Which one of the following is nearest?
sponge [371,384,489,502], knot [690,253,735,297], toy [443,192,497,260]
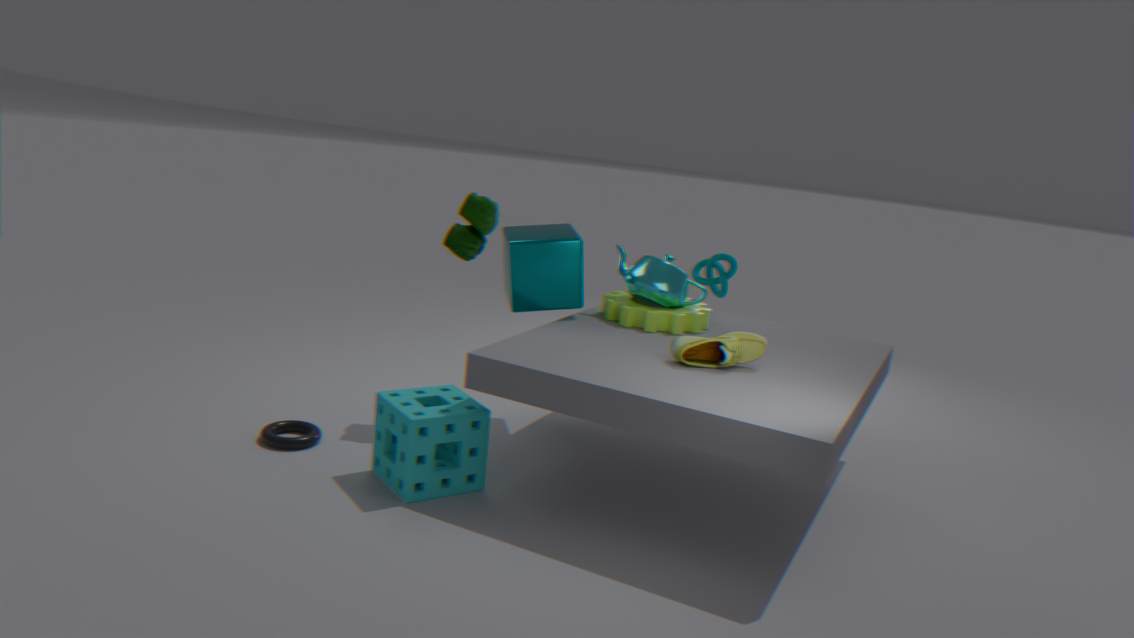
sponge [371,384,489,502]
